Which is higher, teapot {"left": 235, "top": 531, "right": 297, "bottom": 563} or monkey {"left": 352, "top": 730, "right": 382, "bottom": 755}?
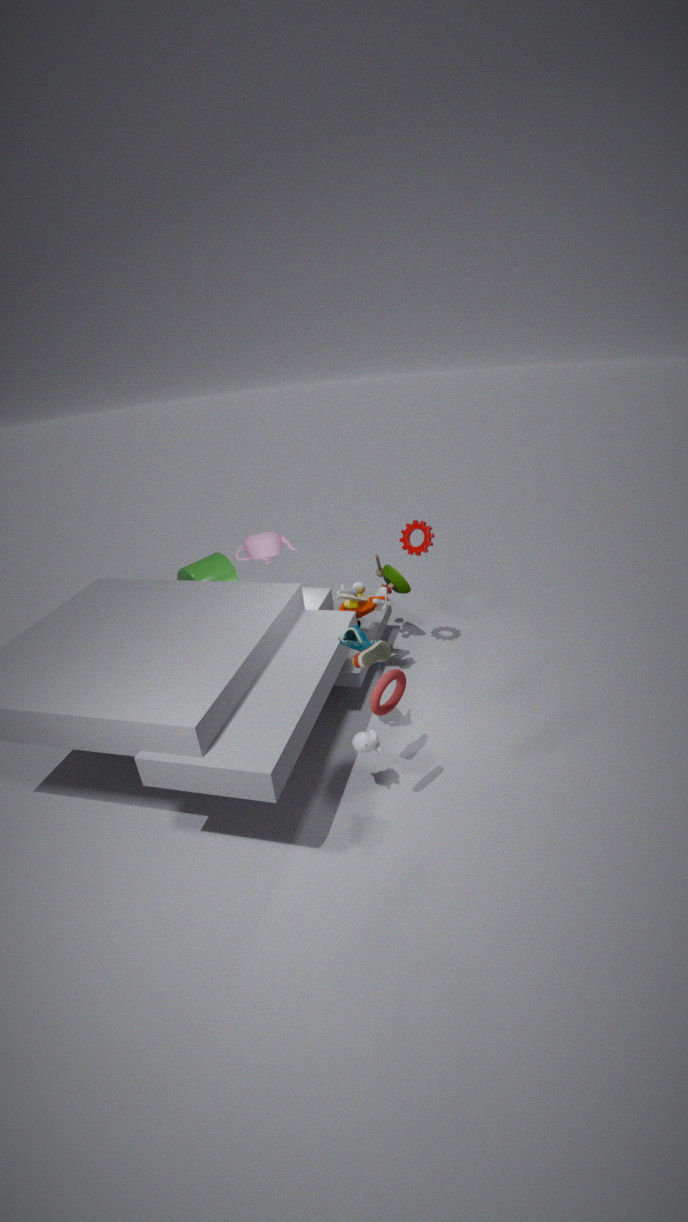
teapot {"left": 235, "top": 531, "right": 297, "bottom": 563}
